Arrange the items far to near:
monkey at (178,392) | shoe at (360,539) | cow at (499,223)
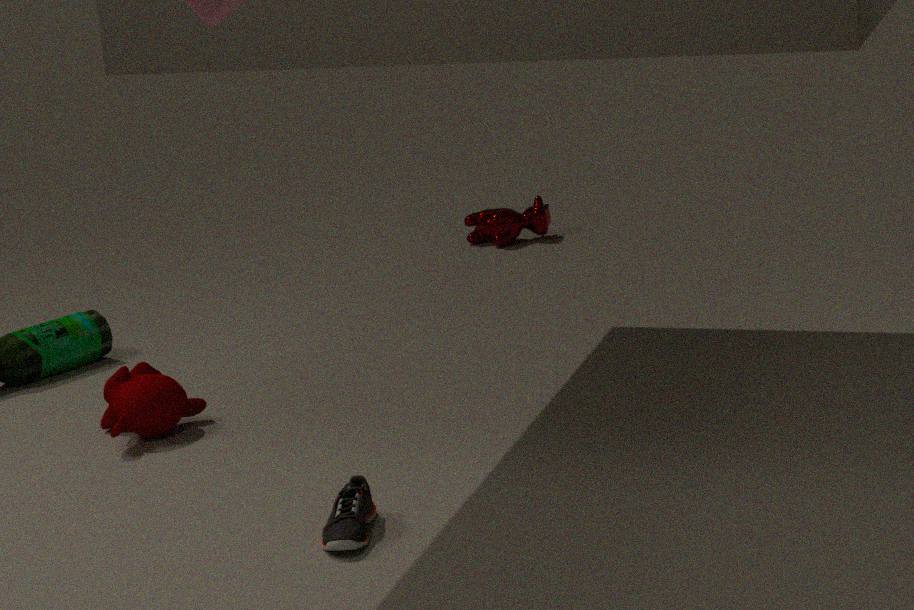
cow at (499,223), monkey at (178,392), shoe at (360,539)
